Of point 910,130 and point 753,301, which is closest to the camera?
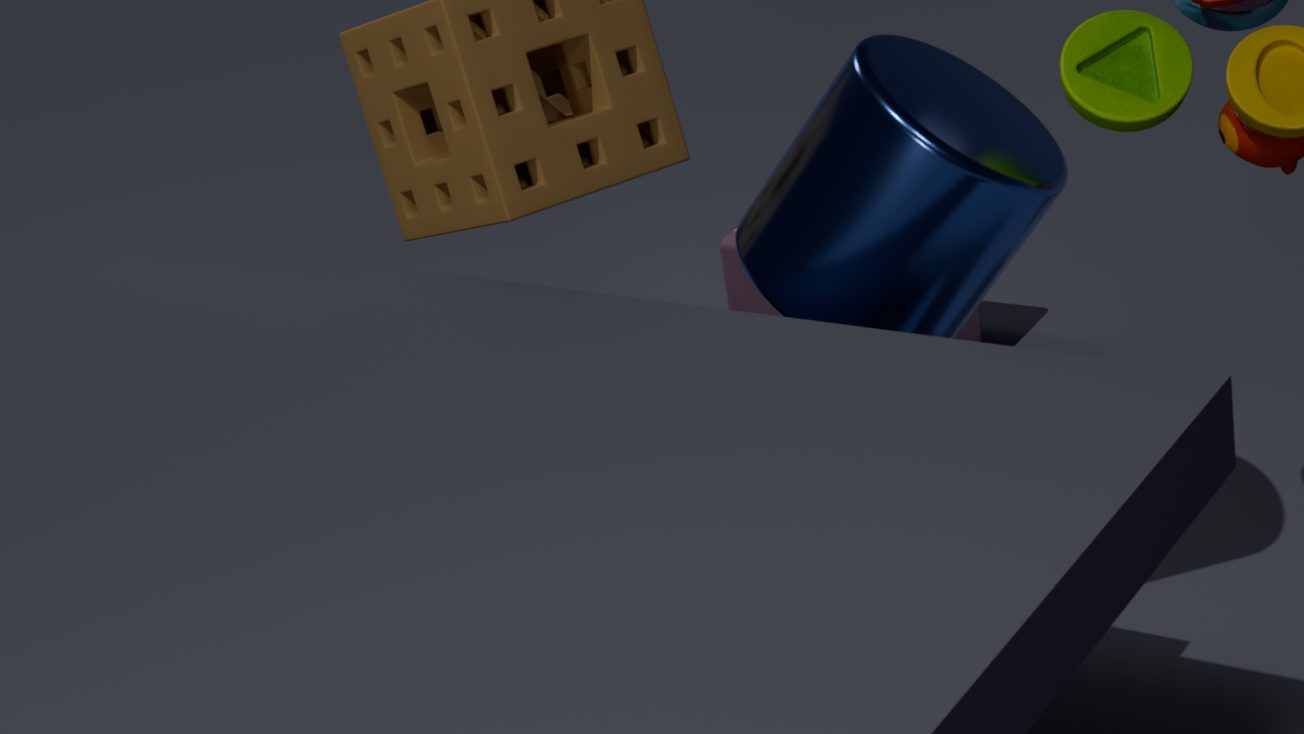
point 910,130
